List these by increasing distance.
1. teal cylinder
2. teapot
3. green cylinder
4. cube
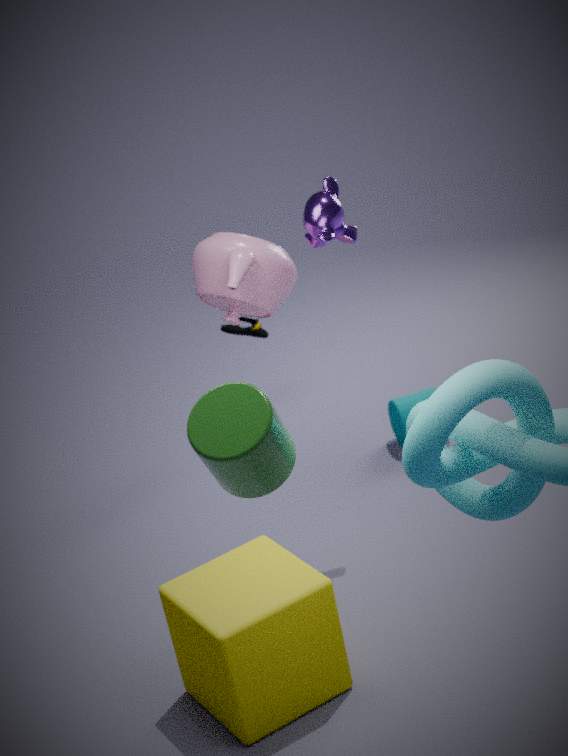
green cylinder
cube
teapot
teal cylinder
